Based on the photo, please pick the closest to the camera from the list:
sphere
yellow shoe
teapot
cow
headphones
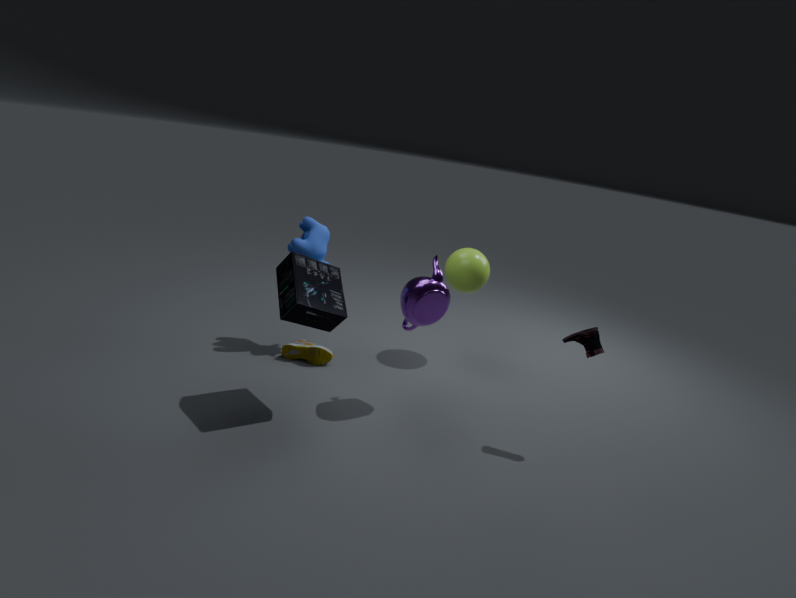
headphones
